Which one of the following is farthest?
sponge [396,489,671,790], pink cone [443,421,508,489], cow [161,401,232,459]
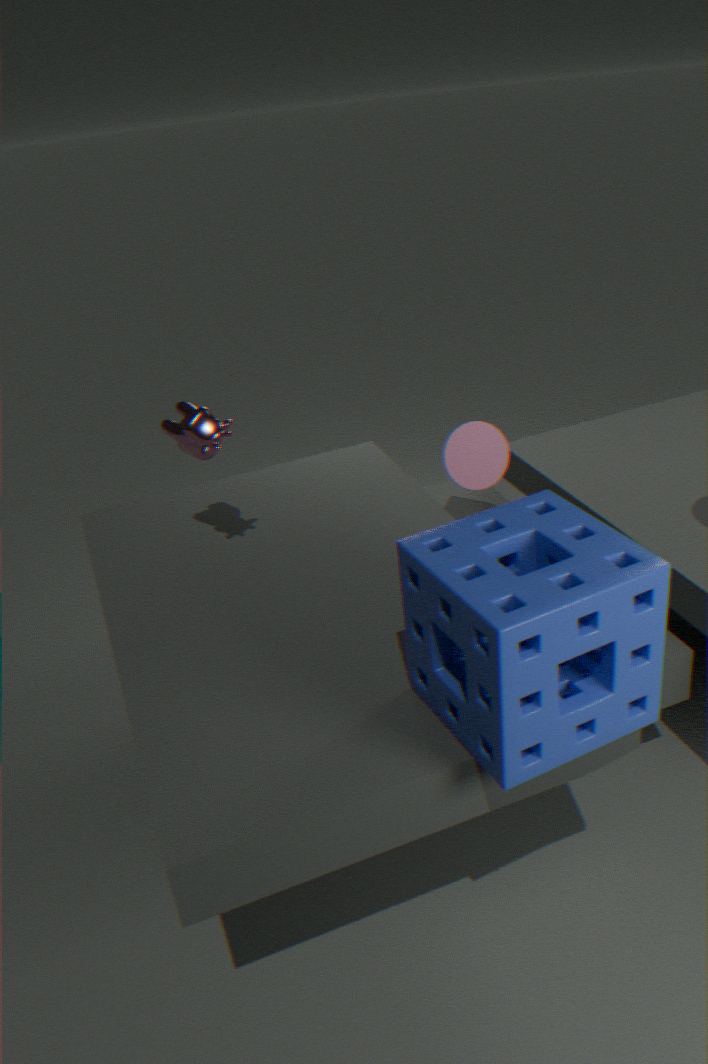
pink cone [443,421,508,489]
